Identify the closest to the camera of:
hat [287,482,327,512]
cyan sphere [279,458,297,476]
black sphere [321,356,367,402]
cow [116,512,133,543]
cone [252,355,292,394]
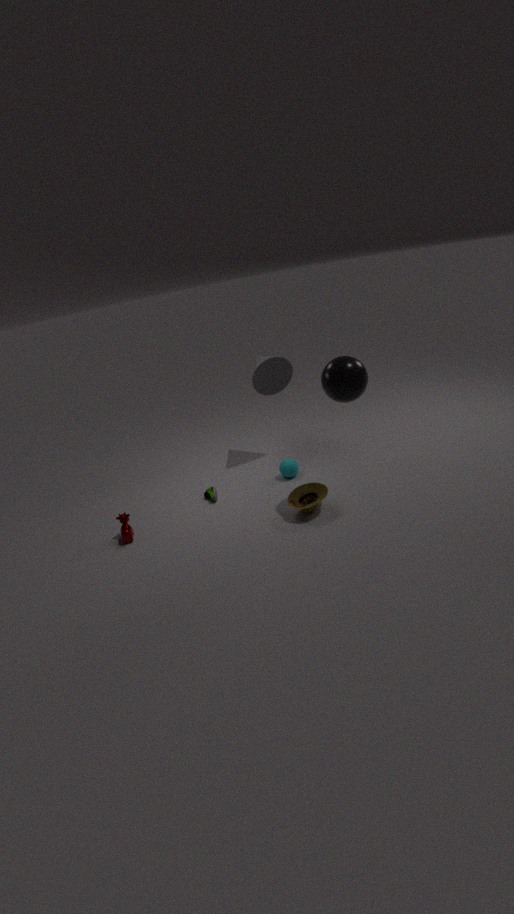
black sphere [321,356,367,402]
